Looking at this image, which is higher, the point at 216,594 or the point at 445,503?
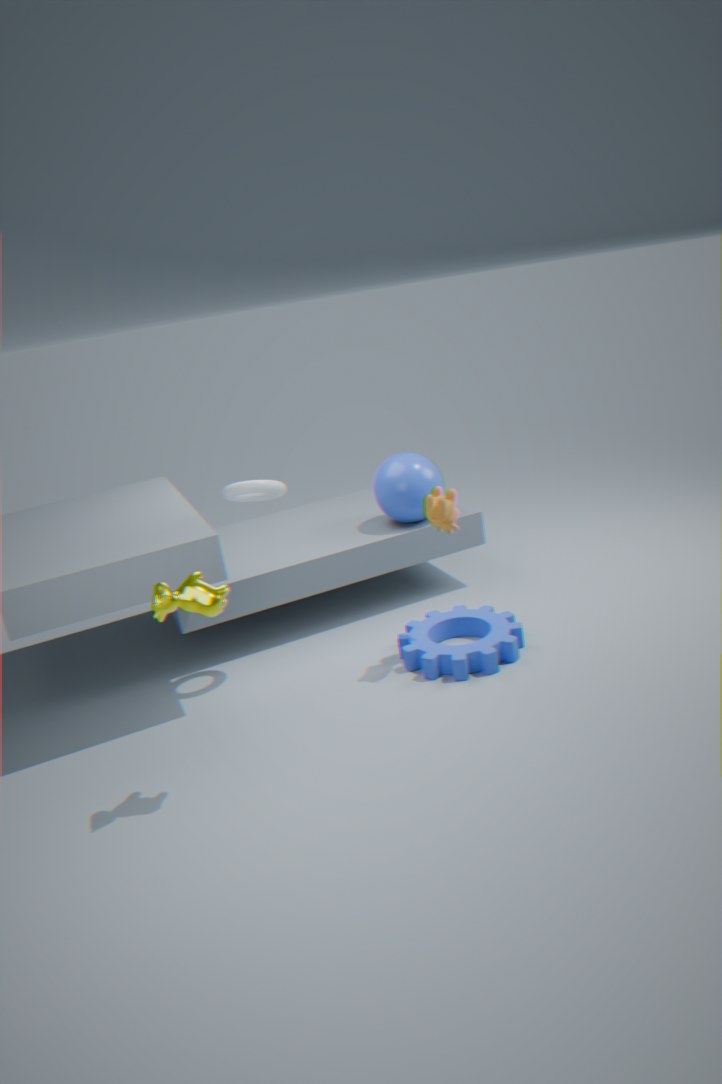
the point at 216,594
